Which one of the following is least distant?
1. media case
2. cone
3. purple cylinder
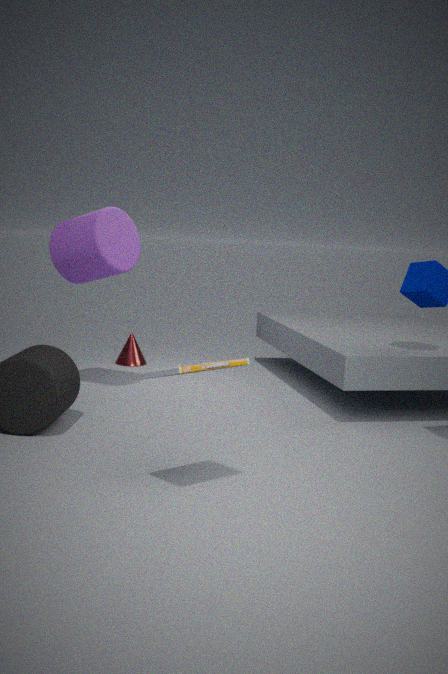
media case
